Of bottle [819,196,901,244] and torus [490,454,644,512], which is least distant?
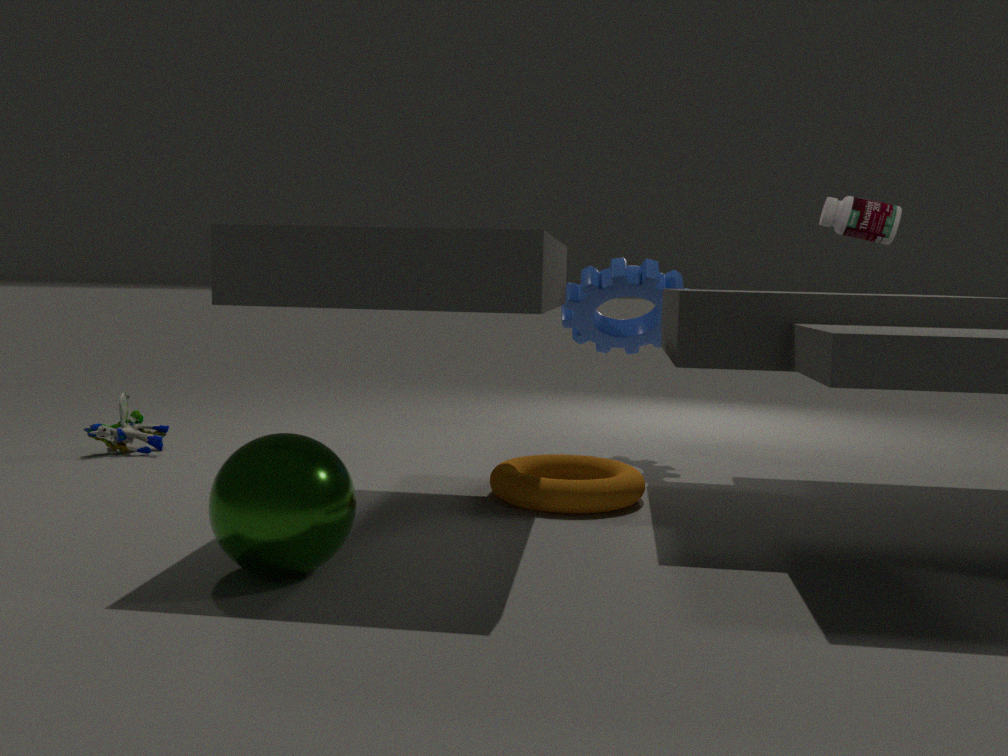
torus [490,454,644,512]
